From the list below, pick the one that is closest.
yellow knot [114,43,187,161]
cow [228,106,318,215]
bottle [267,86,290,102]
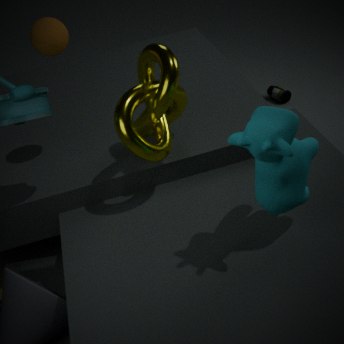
cow [228,106,318,215]
